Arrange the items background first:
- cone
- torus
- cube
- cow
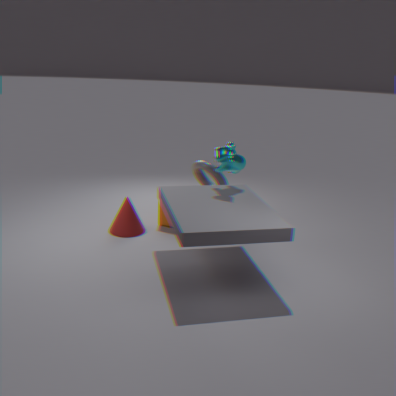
cube → torus → cone → cow
